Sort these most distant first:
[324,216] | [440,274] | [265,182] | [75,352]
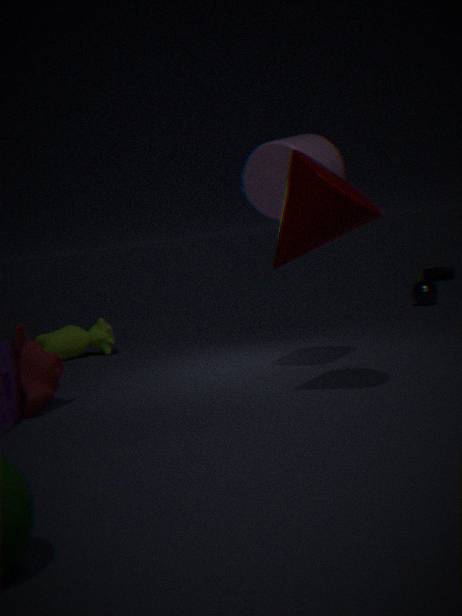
[440,274], [75,352], [265,182], [324,216]
